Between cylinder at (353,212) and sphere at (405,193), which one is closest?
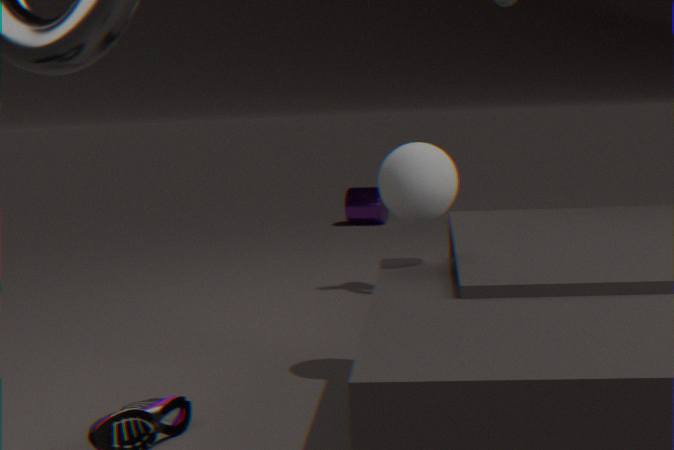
sphere at (405,193)
